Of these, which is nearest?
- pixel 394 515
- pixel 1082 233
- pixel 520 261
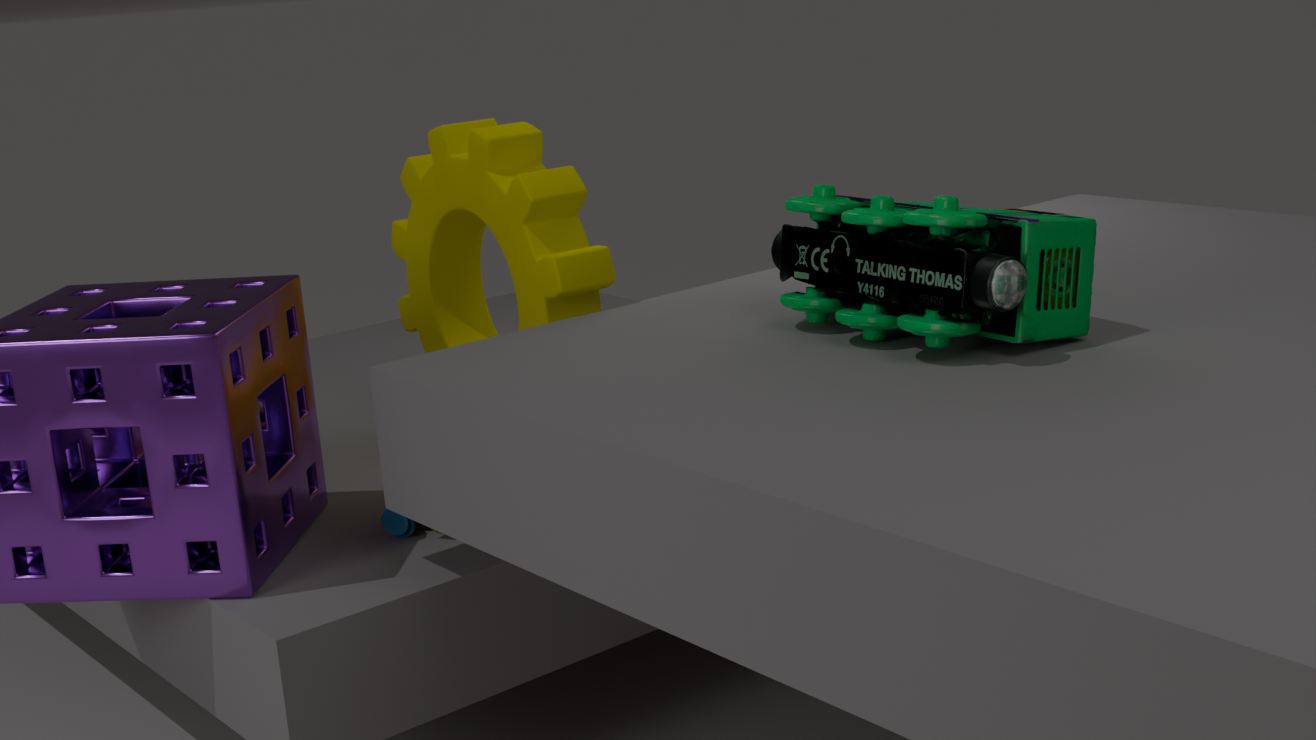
pixel 1082 233
